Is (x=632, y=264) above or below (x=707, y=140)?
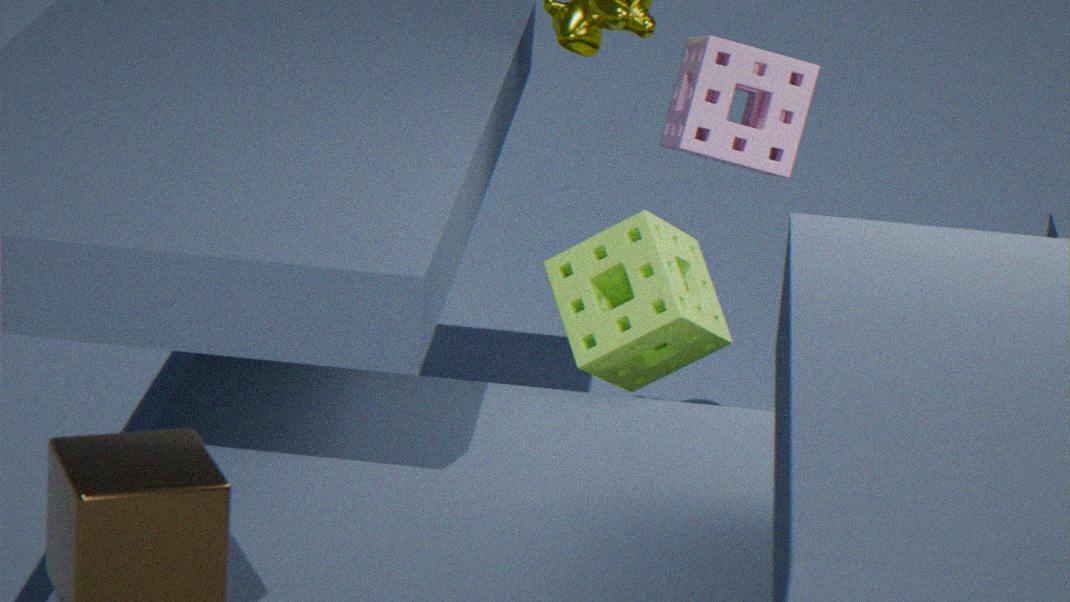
below
